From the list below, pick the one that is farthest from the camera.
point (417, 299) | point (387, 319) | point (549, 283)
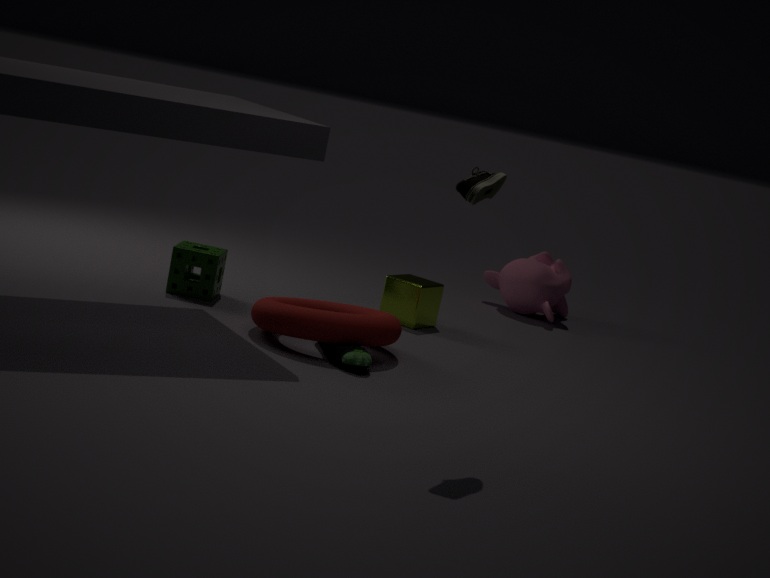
point (549, 283)
